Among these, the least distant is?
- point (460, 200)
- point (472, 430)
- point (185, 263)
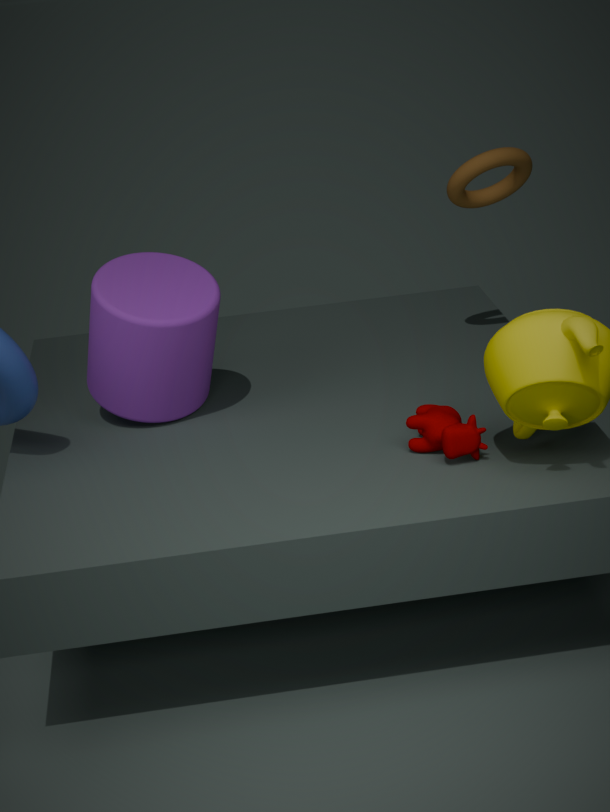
point (472, 430)
